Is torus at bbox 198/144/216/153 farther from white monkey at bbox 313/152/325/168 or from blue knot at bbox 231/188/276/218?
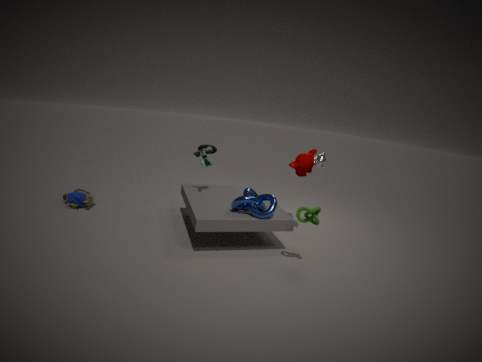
white monkey at bbox 313/152/325/168
